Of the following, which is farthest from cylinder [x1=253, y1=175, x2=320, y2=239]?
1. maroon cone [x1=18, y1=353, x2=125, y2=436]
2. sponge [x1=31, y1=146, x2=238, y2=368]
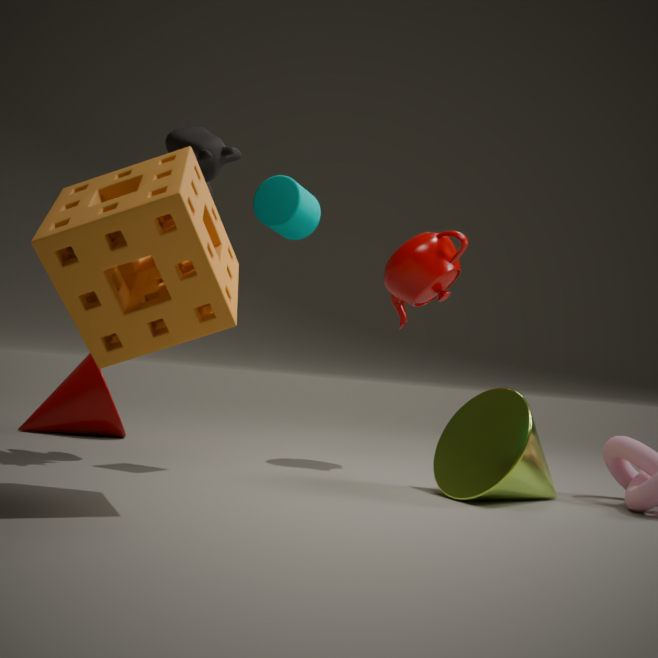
maroon cone [x1=18, y1=353, x2=125, y2=436]
